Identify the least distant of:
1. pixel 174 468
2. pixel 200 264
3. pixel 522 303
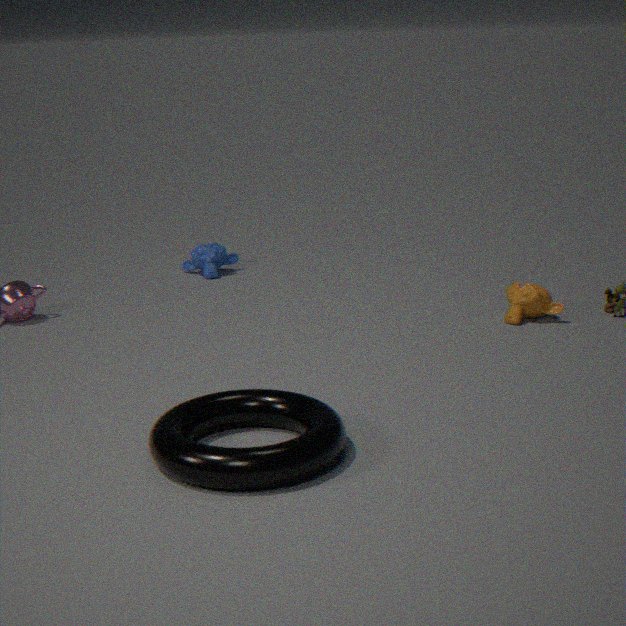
Result: pixel 174 468
